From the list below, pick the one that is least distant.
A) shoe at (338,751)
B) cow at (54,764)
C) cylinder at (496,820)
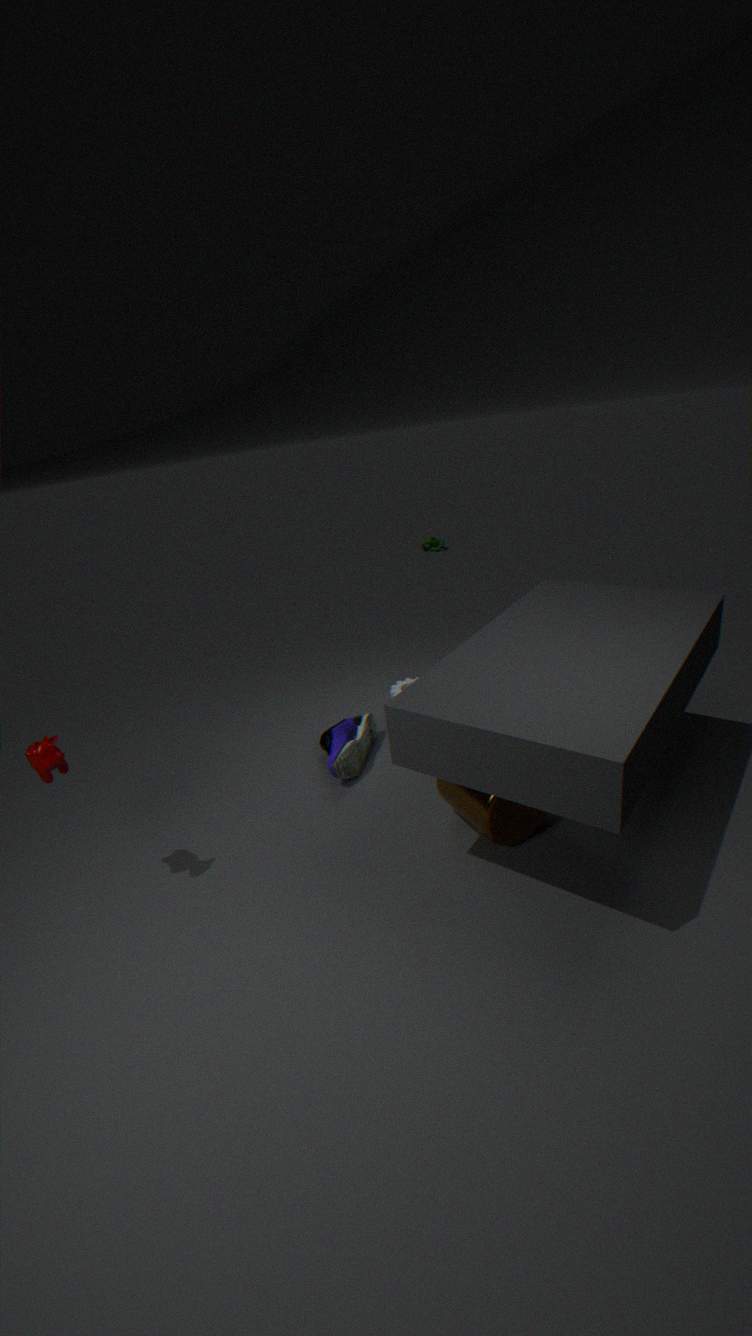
cow at (54,764)
